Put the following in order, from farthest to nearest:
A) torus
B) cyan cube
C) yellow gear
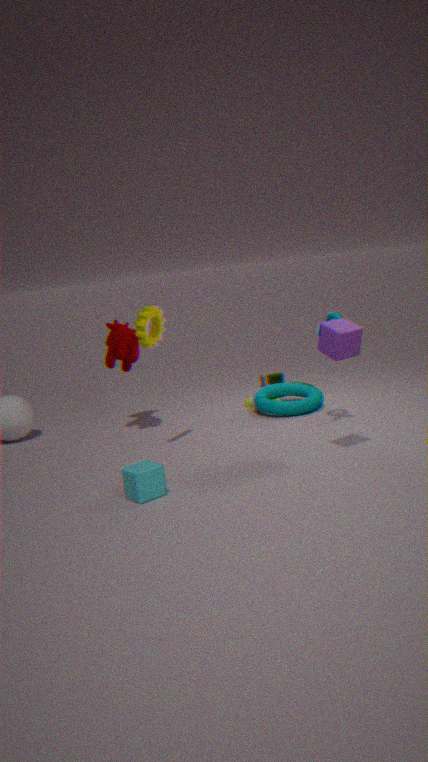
torus, yellow gear, cyan cube
